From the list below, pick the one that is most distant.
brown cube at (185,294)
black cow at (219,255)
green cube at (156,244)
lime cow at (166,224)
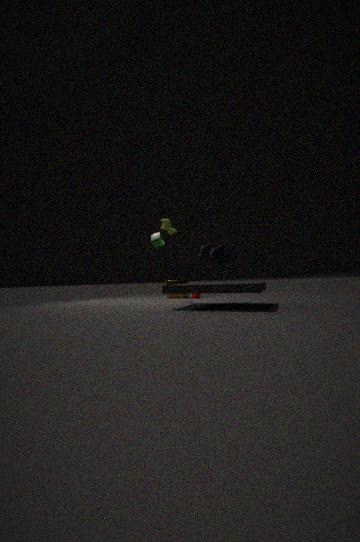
brown cube at (185,294)
